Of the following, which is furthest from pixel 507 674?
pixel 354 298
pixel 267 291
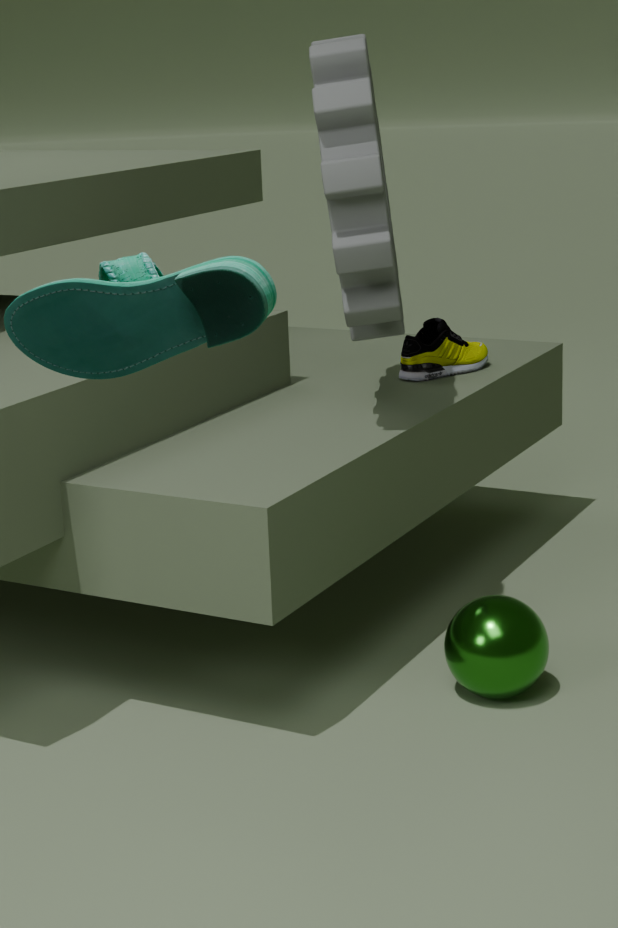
pixel 267 291
